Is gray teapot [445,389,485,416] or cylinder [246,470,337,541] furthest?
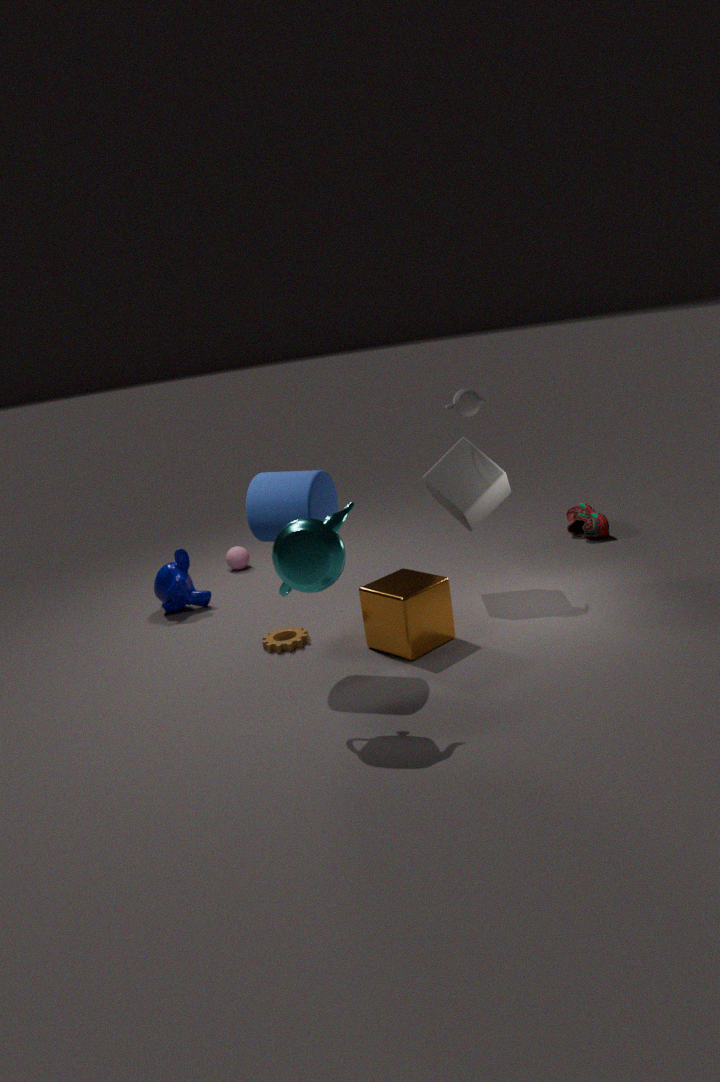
gray teapot [445,389,485,416]
